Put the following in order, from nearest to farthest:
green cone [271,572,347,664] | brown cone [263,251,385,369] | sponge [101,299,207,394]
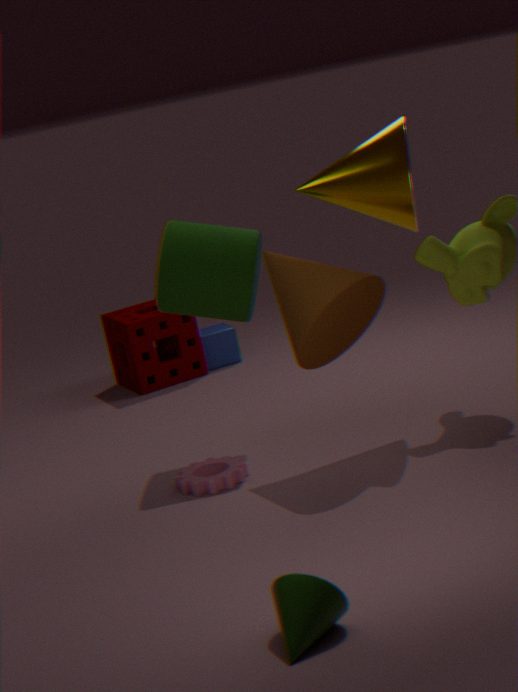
green cone [271,572,347,664] < brown cone [263,251,385,369] < sponge [101,299,207,394]
